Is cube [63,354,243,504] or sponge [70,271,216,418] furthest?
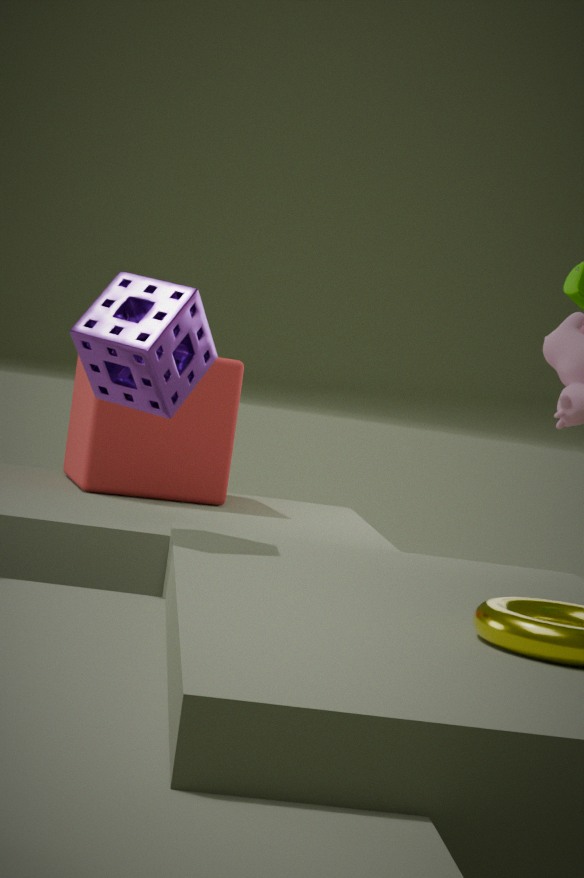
cube [63,354,243,504]
